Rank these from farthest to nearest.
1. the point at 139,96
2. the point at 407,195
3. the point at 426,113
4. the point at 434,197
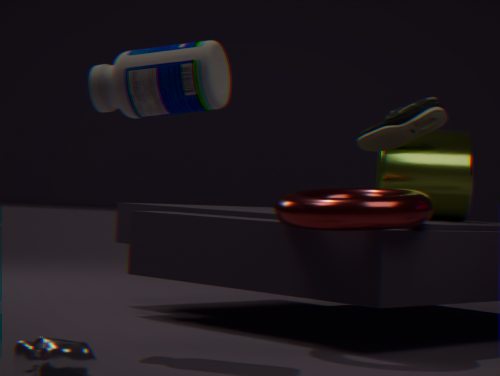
the point at 434,197
the point at 426,113
the point at 407,195
the point at 139,96
